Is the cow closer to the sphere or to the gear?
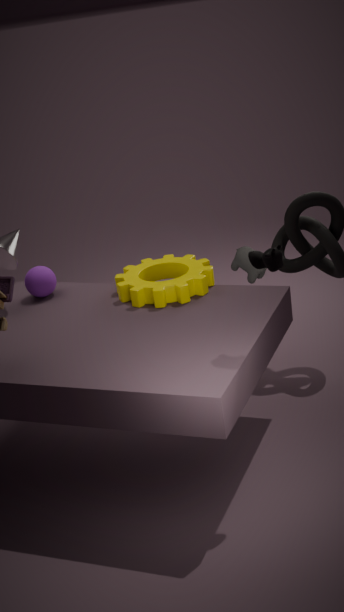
the gear
